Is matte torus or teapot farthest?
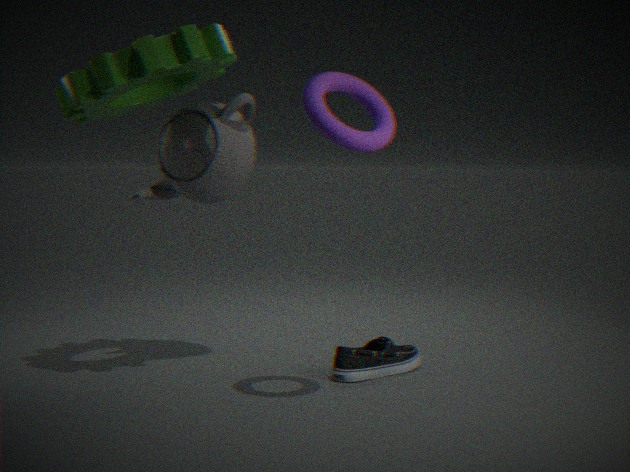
teapot
